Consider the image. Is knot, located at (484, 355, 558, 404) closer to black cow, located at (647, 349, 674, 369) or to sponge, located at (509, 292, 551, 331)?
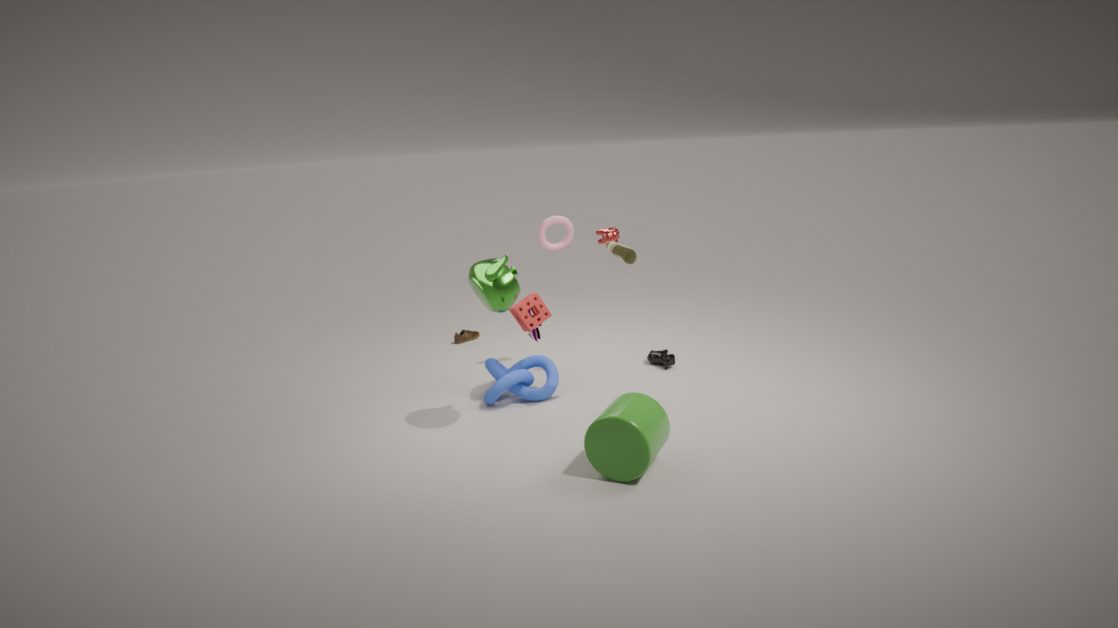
sponge, located at (509, 292, 551, 331)
